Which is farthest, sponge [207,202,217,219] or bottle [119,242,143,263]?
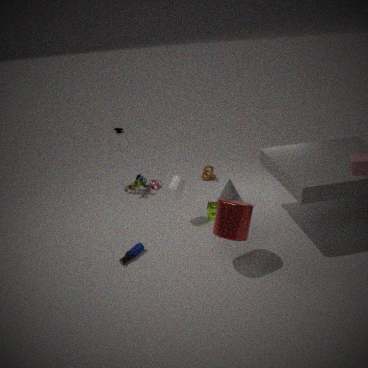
sponge [207,202,217,219]
